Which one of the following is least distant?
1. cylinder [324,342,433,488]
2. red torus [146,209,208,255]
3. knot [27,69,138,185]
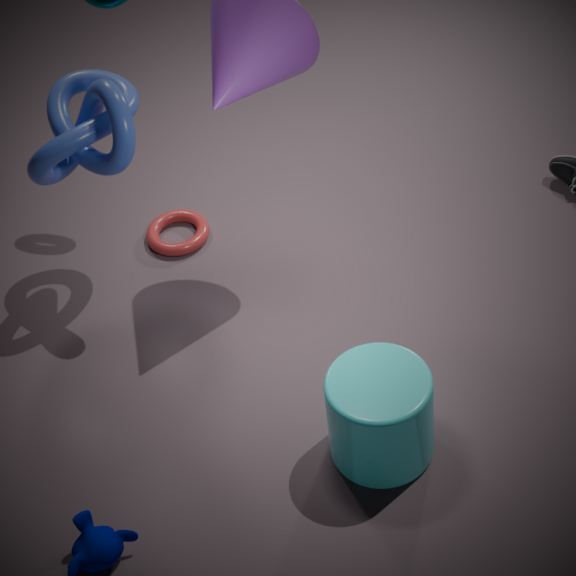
cylinder [324,342,433,488]
